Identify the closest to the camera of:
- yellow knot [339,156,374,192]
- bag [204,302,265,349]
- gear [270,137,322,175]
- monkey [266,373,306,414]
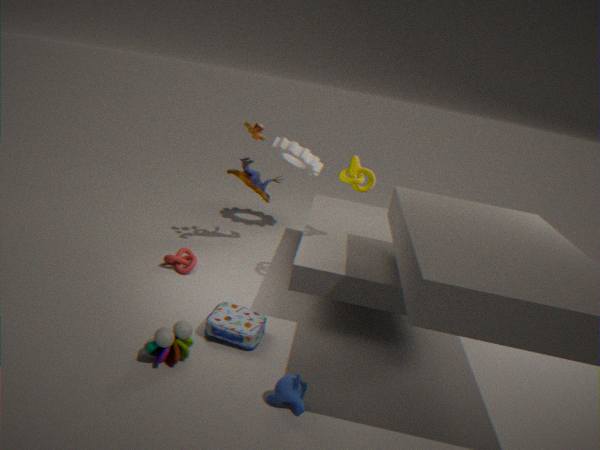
monkey [266,373,306,414]
